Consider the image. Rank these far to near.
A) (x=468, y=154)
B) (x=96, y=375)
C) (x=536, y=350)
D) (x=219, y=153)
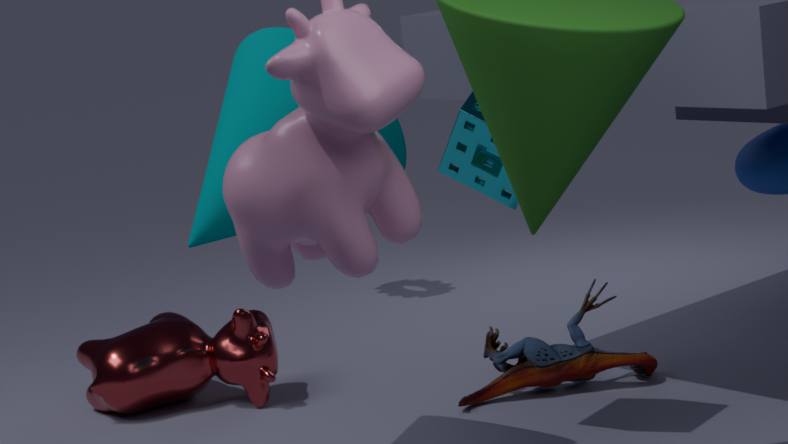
(x=96, y=375) → (x=536, y=350) → (x=468, y=154) → (x=219, y=153)
